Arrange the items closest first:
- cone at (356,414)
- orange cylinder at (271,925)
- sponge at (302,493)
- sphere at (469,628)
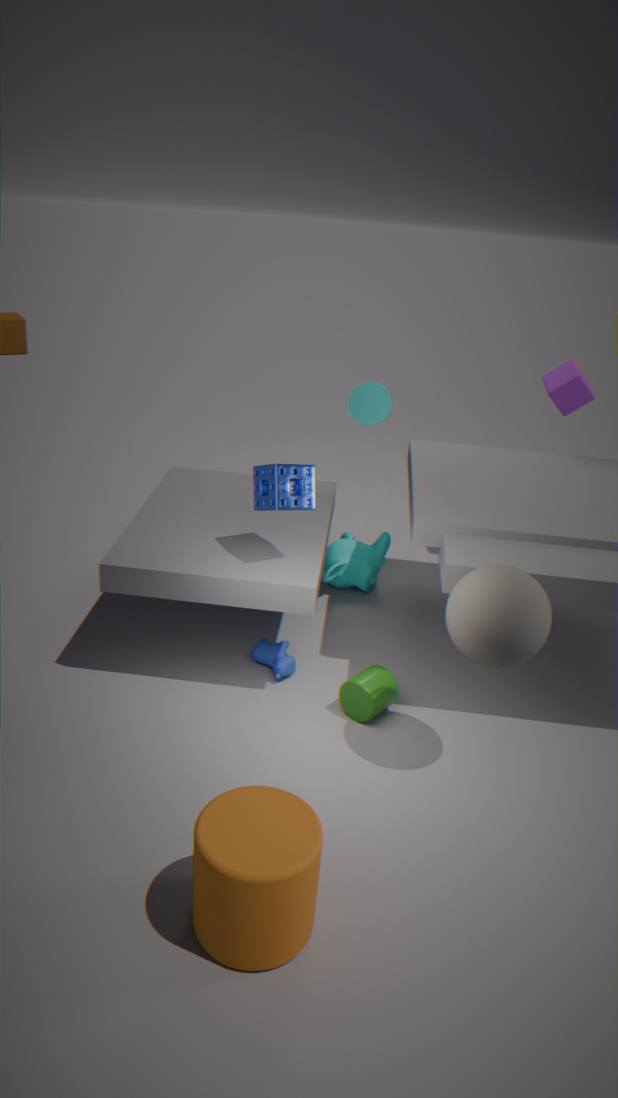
orange cylinder at (271,925), sphere at (469,628), sponge at (302,493), cone at (356,414)
